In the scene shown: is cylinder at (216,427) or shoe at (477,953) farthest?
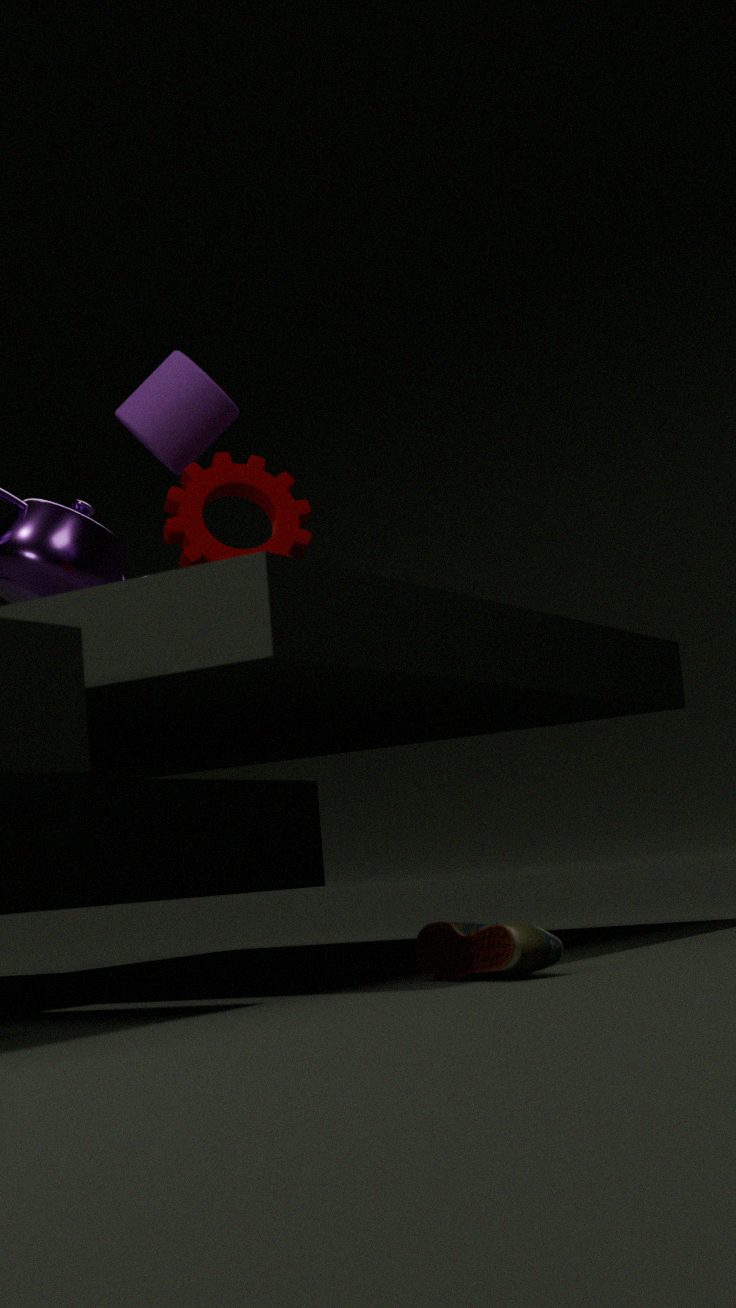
cylinder at (216,427)
